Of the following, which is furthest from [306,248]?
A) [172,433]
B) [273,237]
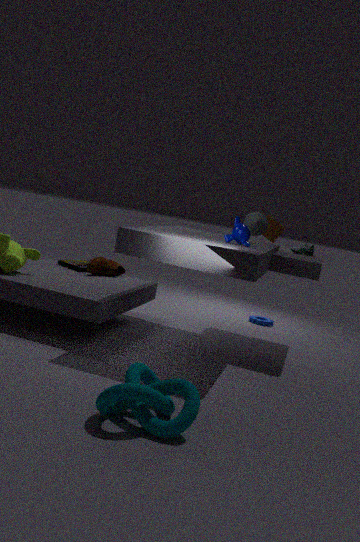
[172,433]
